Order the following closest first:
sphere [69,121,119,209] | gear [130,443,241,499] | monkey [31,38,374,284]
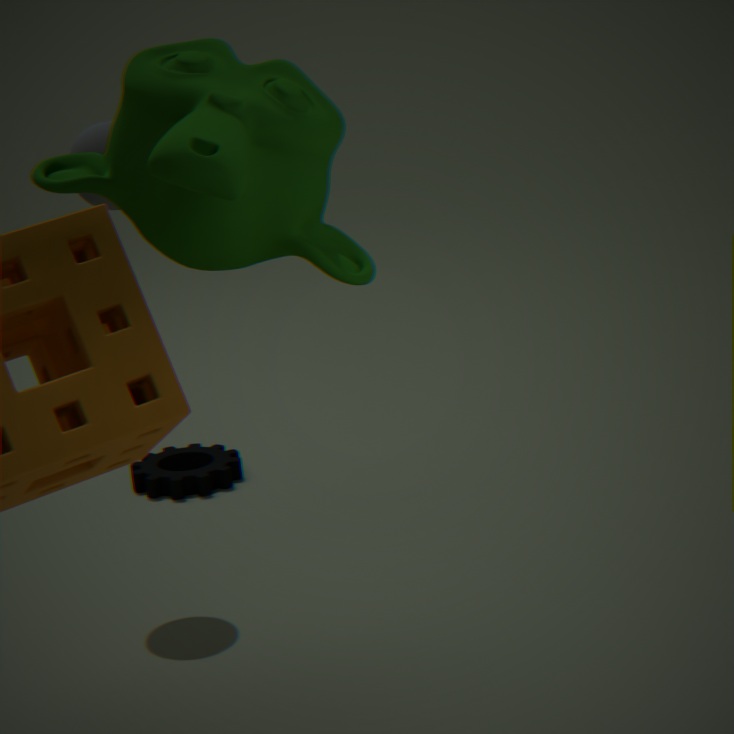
monkey [31,38,374,284] < sphere [69,121,119,209] < gear [130,443,241,499]
